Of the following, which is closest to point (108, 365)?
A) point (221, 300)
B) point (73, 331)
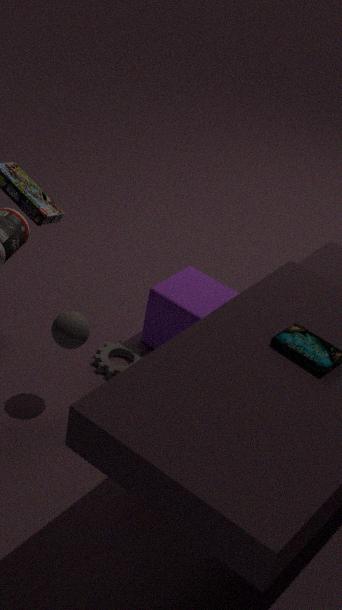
point (221, 300)
